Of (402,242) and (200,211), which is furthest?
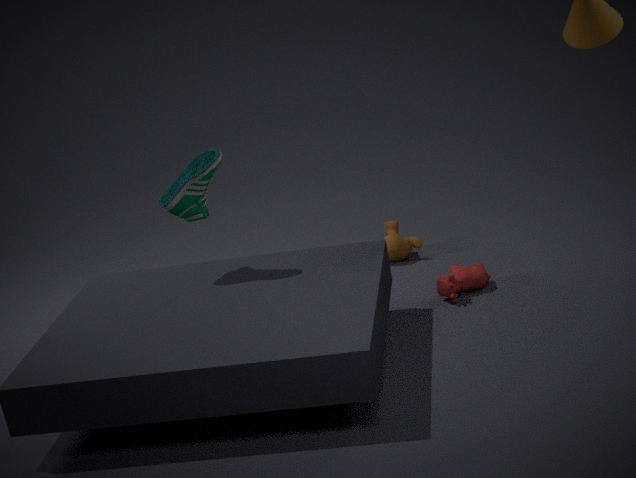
(402,242)
